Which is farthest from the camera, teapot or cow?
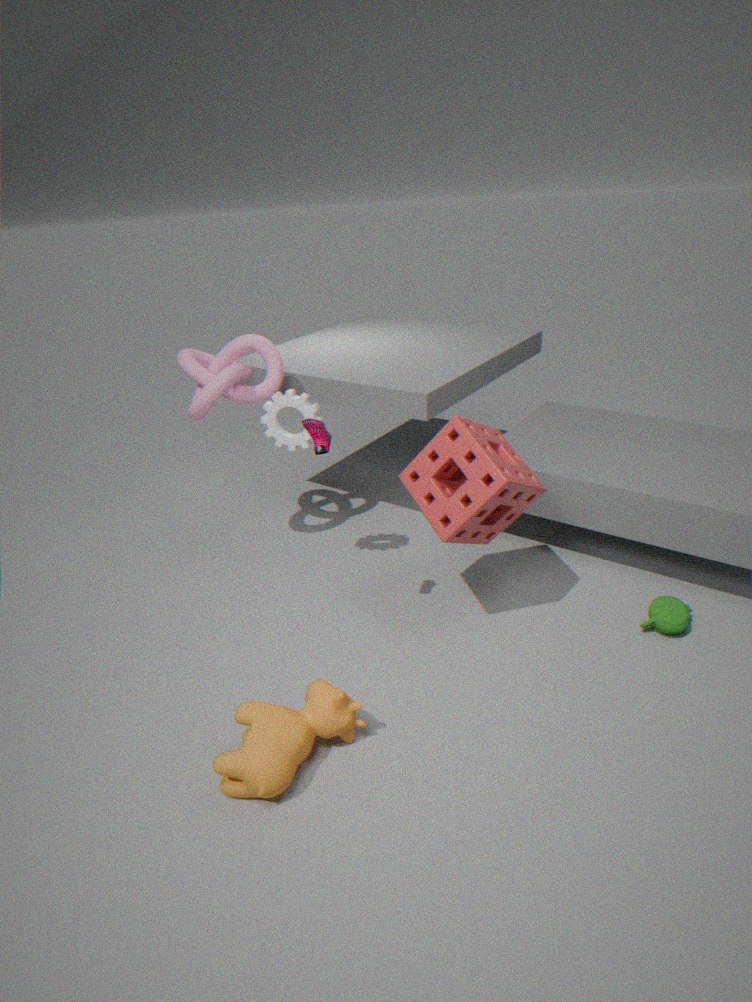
teapot
